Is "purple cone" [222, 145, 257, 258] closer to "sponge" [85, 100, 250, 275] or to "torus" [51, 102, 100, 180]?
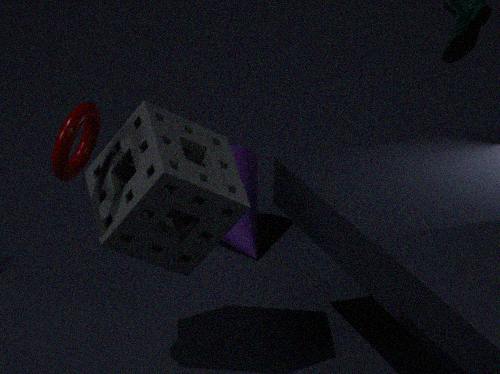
"sponge" [85, 100, 250, 275]
